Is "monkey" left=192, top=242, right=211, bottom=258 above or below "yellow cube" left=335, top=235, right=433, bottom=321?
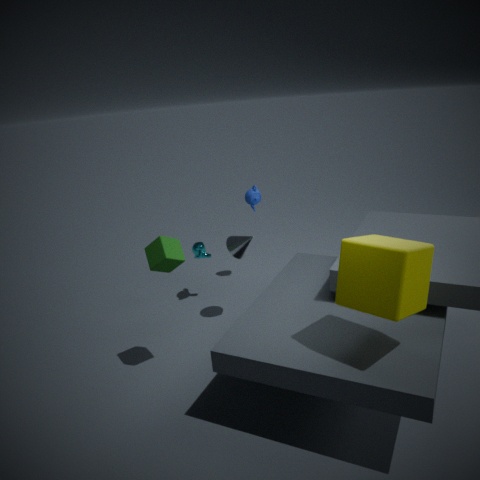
below
